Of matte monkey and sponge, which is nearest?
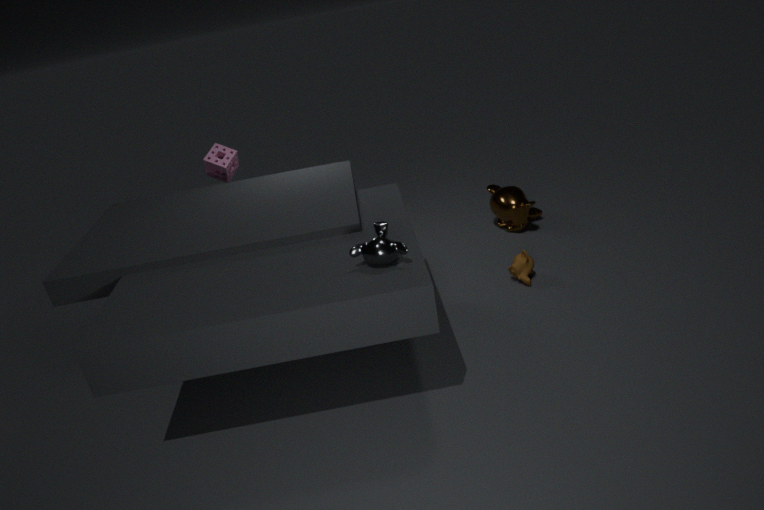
matte monkey
